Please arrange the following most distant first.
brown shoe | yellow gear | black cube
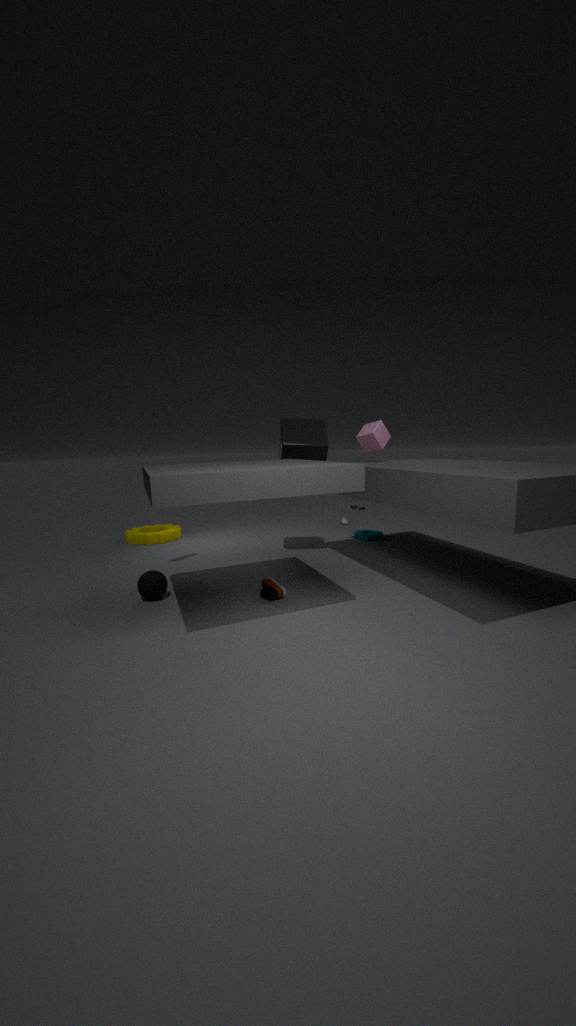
yellow gear < black cube < brown shoe
